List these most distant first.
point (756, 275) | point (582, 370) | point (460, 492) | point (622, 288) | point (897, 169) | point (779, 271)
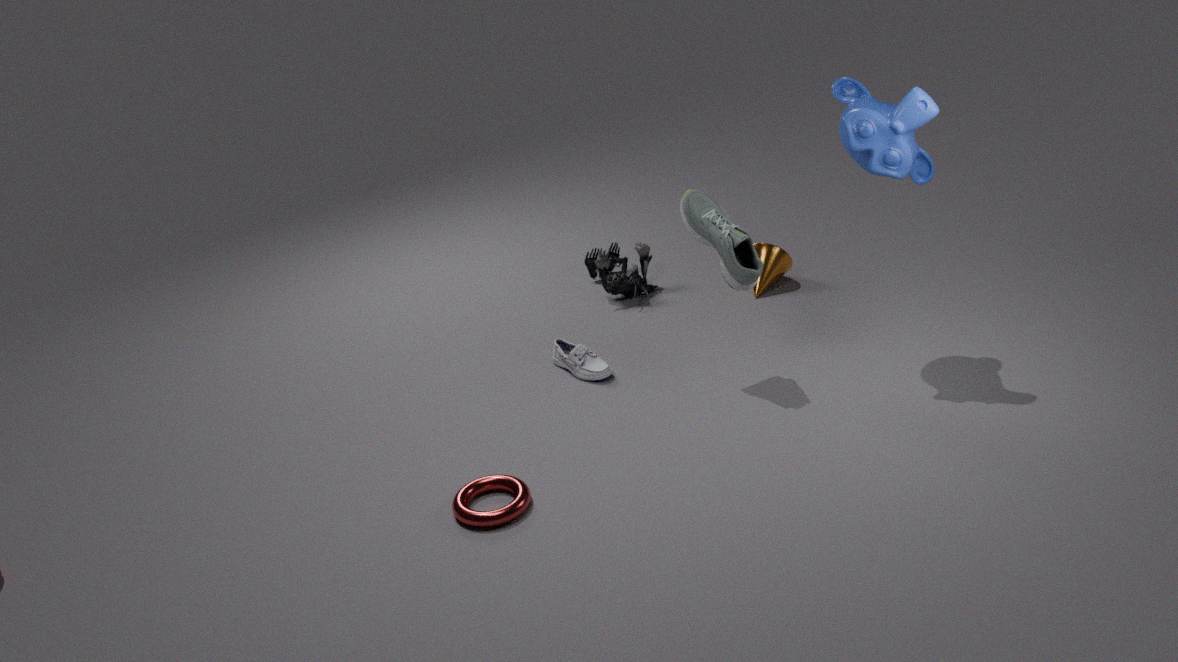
point (622, 288) < point (779, 271) < point (582, 370) < point (756, 275) < point (897, 169) < point (460, 492)
